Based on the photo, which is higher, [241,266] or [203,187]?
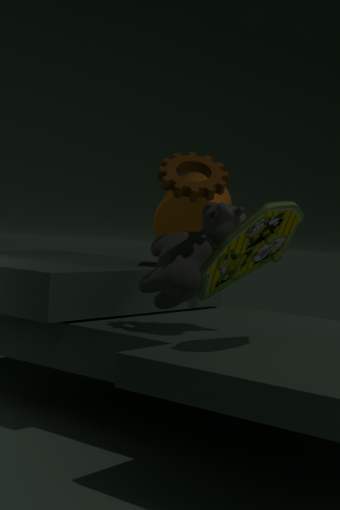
[203,187]
